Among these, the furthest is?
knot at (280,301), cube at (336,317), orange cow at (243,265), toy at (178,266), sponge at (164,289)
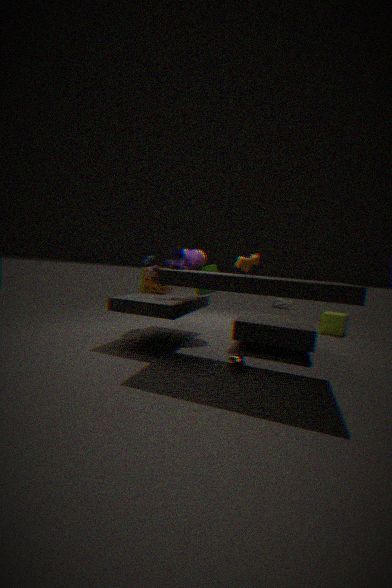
knot at (280,301)
